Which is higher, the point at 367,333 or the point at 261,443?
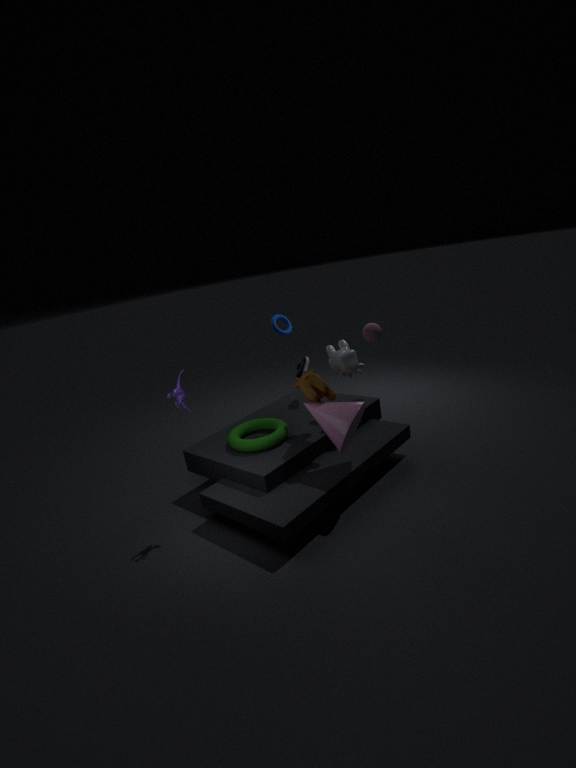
the point at 367,333
